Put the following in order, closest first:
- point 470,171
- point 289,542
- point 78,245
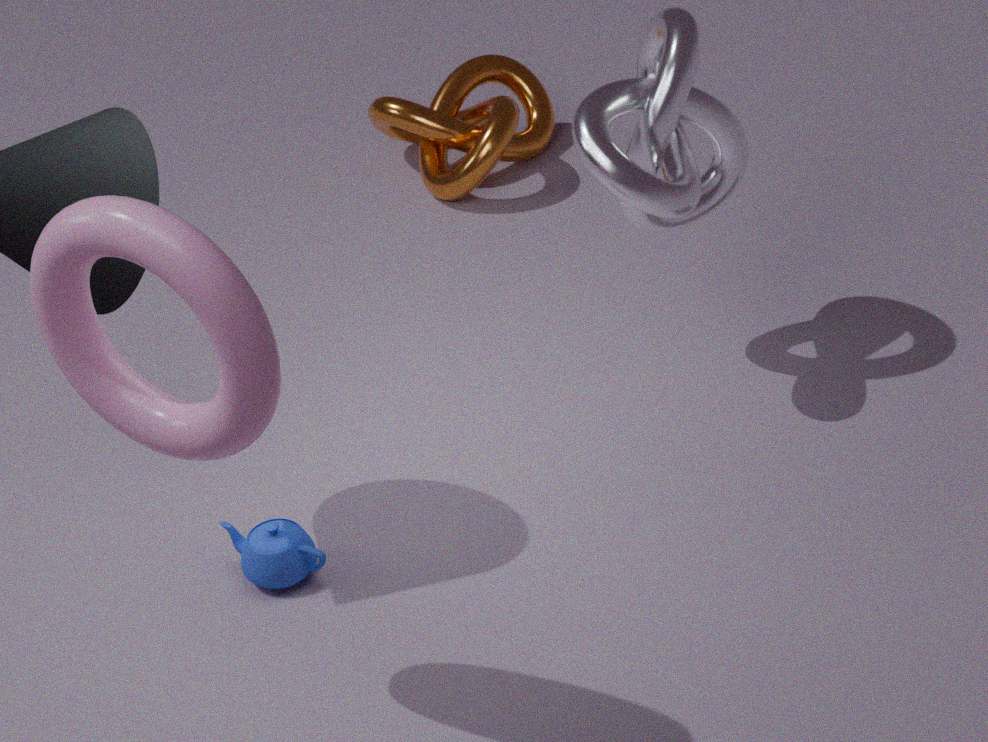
point 78,245
point 289,542
point 470,171
